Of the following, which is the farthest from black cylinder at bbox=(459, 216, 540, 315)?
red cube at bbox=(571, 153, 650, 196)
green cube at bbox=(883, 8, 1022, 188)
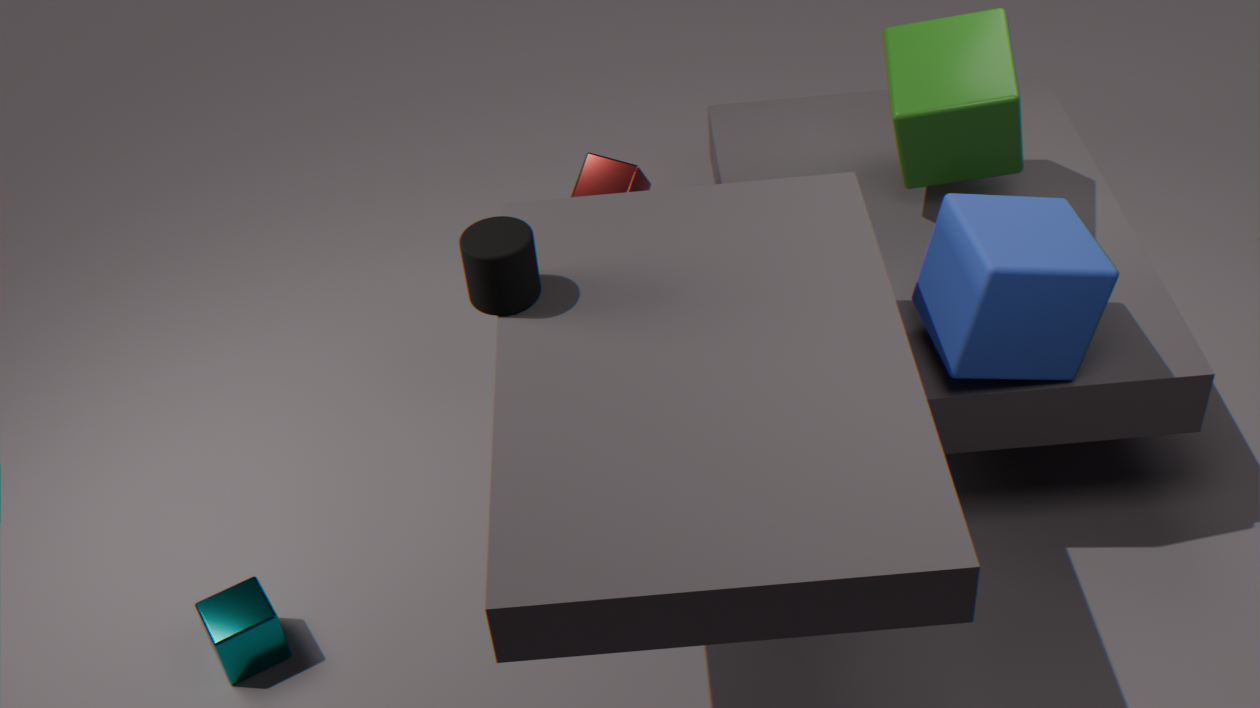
green cube at bbox=(883, 8, 1022, 188)
